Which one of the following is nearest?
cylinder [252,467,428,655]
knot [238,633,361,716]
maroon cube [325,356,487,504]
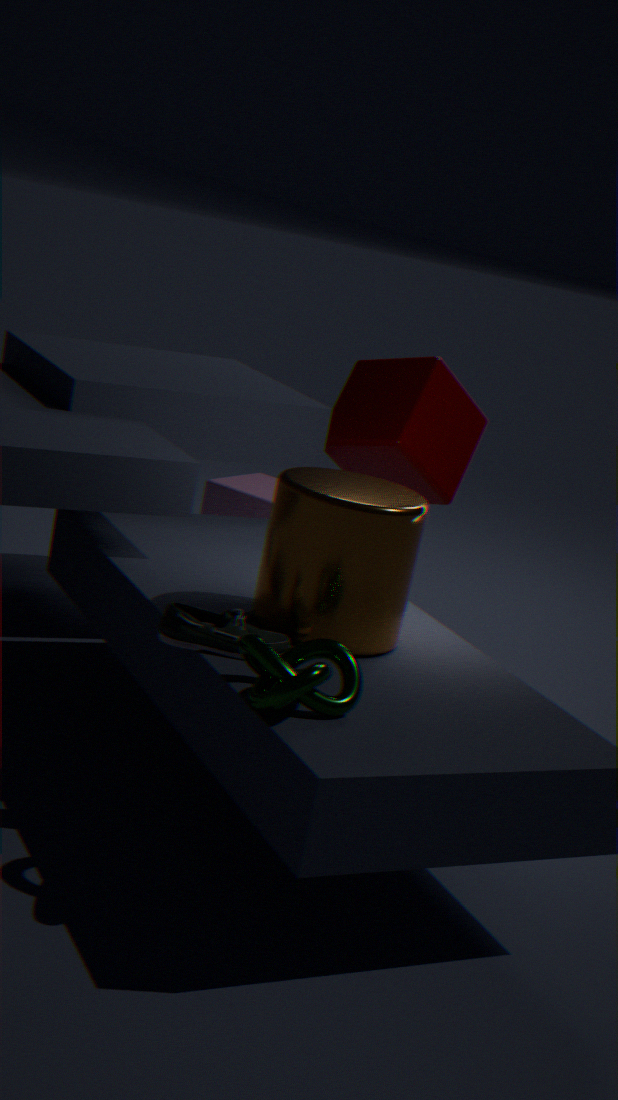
knot [238,633,361,716]
